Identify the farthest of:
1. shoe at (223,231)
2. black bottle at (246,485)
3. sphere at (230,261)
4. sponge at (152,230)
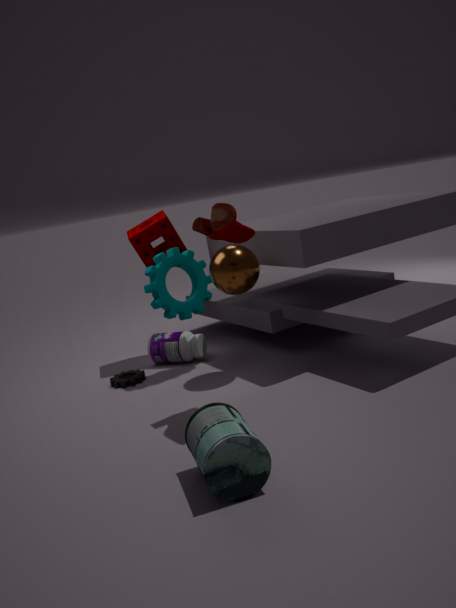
sponge at (152,230)
